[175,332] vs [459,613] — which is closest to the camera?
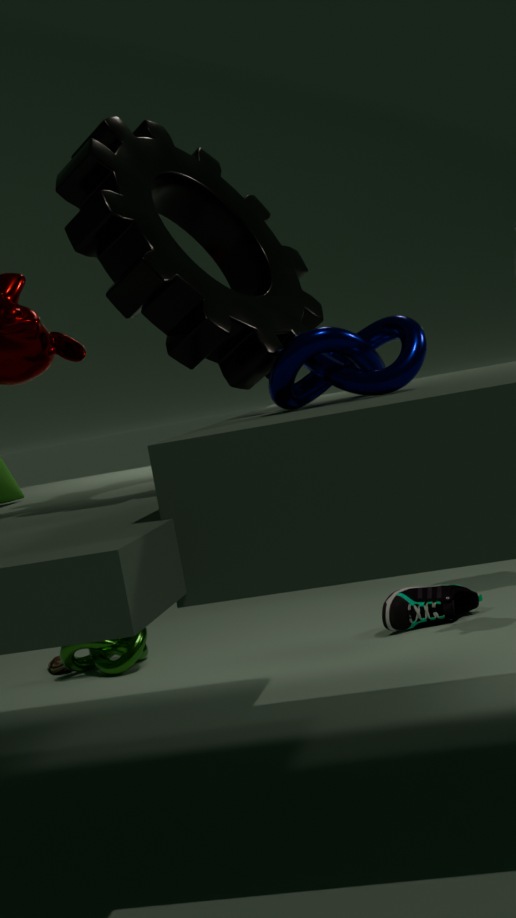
[175,332]
